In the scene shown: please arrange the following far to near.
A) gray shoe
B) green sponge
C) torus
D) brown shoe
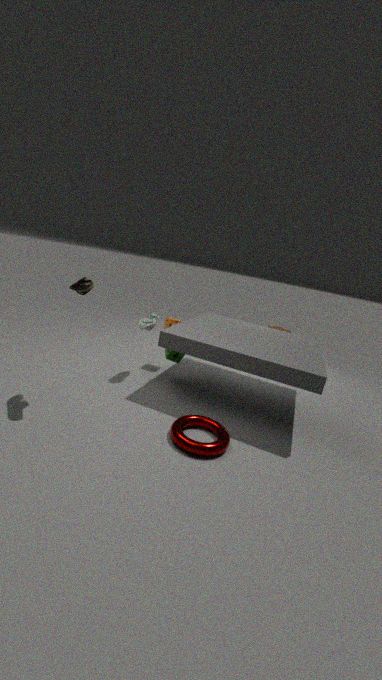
green sponge, gray shoe, brown shoe, torus
